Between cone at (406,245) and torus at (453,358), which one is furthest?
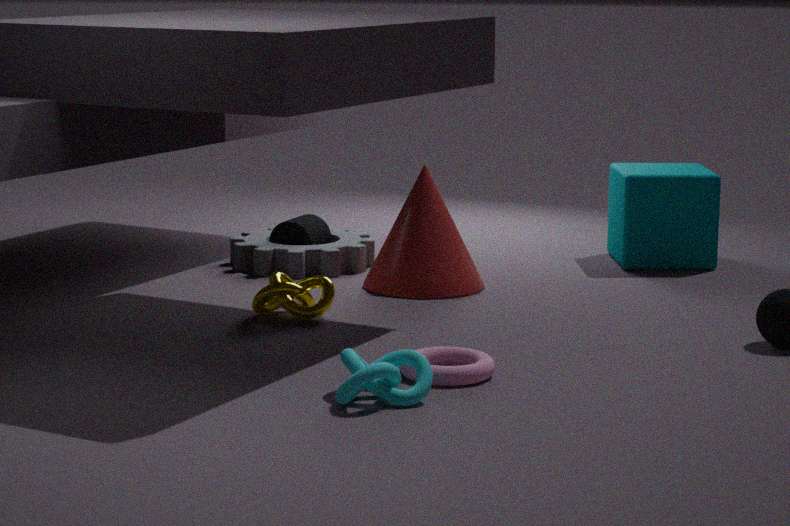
cone at (406,245)
